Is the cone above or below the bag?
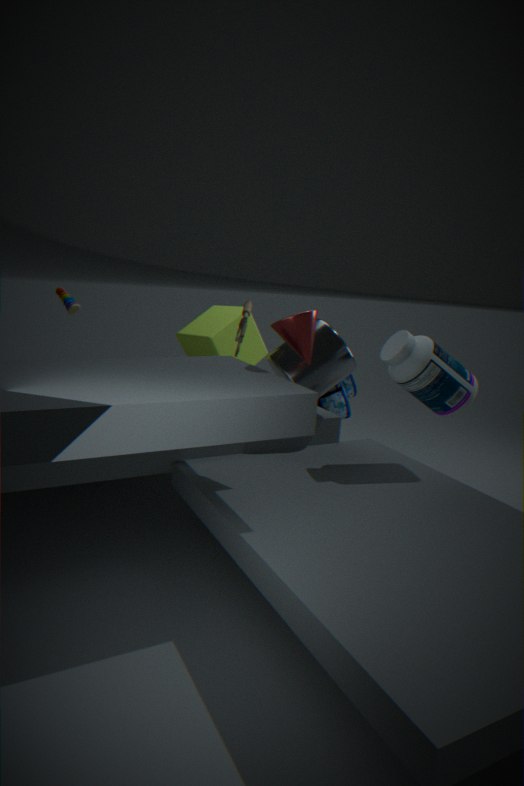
above
